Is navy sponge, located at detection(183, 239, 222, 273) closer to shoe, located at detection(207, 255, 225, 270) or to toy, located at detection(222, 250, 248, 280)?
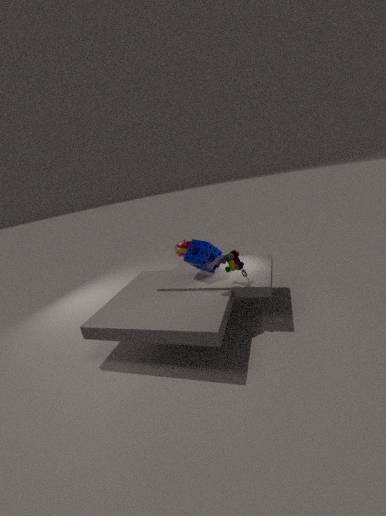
toy, located at detection(222, 250, 248, 280)
